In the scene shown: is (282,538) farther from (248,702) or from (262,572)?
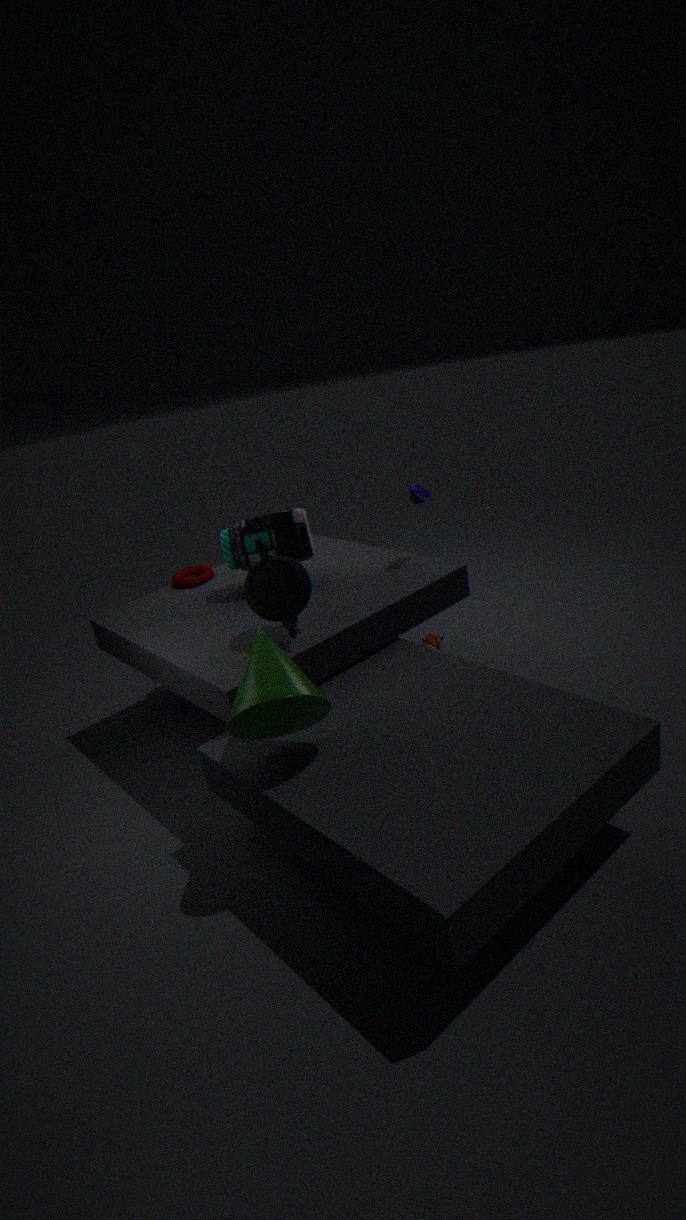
(248,702)
